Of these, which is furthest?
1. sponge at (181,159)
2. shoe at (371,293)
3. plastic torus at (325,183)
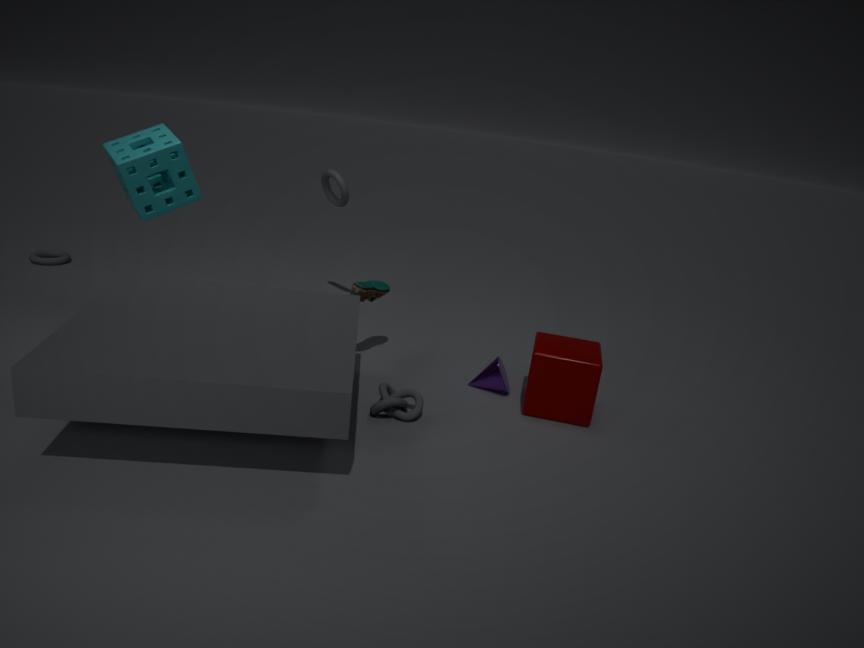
plastic torus at (325,183)
